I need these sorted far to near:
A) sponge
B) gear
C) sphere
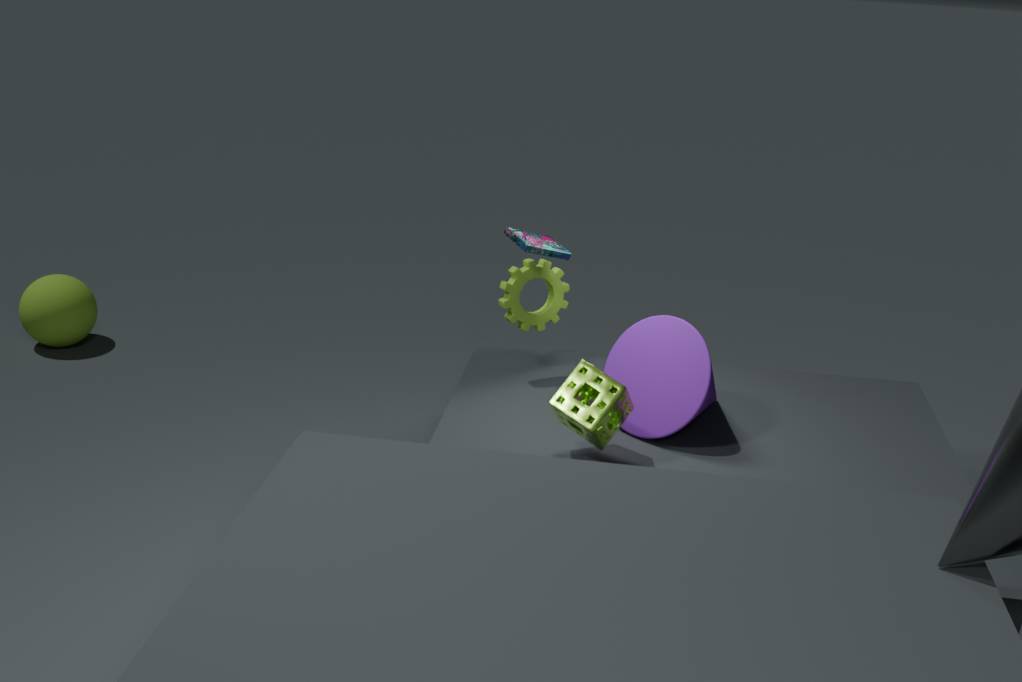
sphere → gear → sponge
